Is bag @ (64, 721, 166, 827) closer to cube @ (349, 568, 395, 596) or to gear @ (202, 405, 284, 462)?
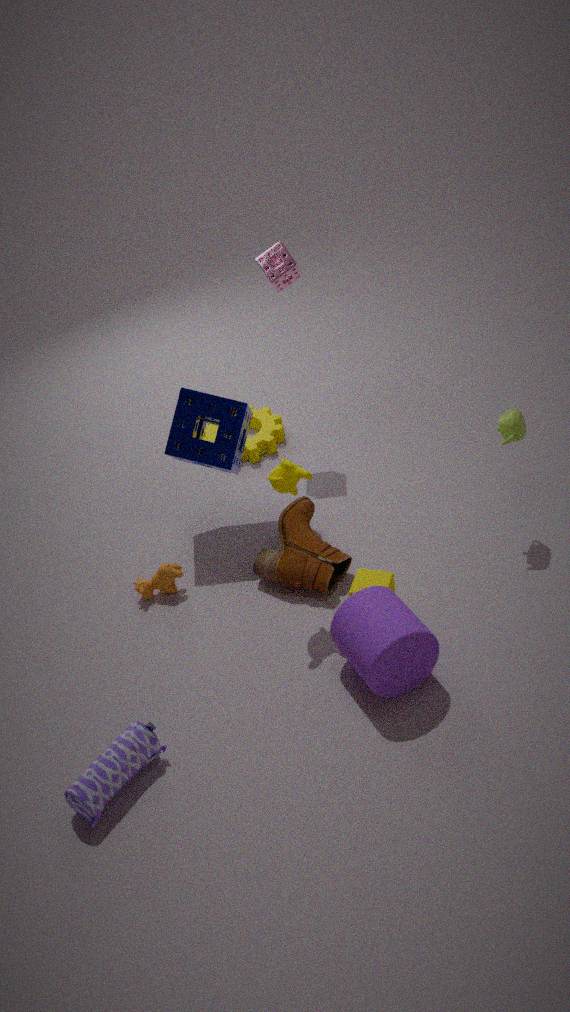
cube @ (349, 568, 395, 596)
